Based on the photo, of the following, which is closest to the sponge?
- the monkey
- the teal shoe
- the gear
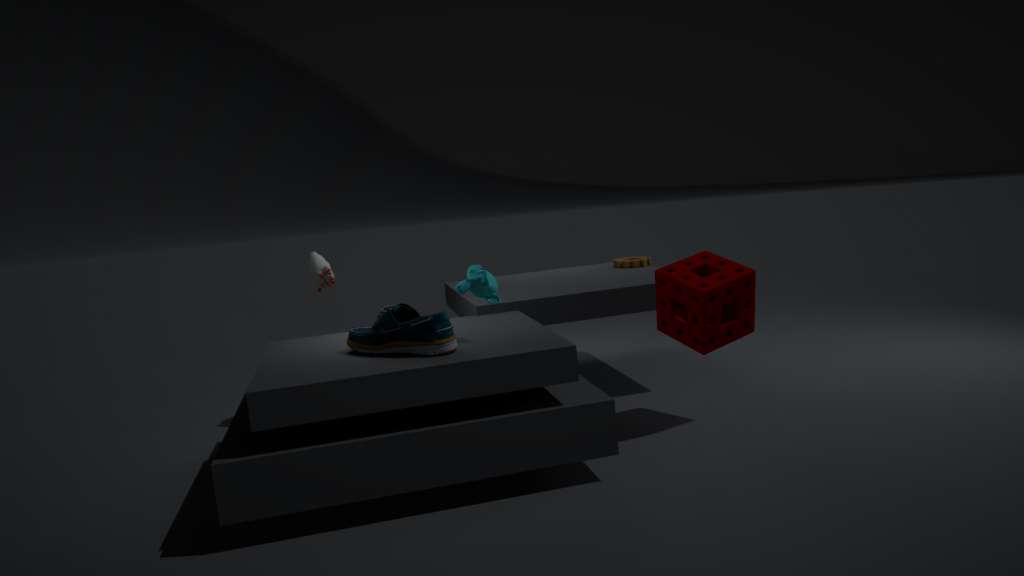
the monkey
